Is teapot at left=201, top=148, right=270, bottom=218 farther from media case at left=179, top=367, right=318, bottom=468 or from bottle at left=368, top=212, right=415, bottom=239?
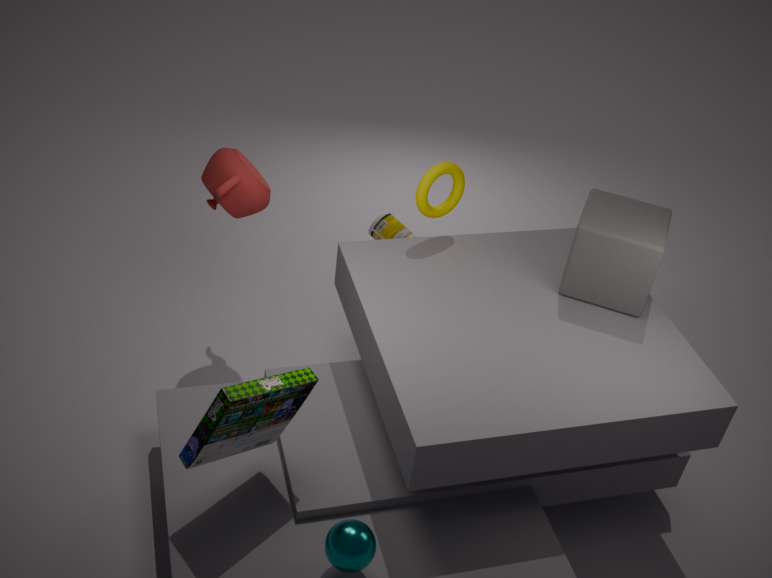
media case at left=179, top=367, right=318, bottom=468
